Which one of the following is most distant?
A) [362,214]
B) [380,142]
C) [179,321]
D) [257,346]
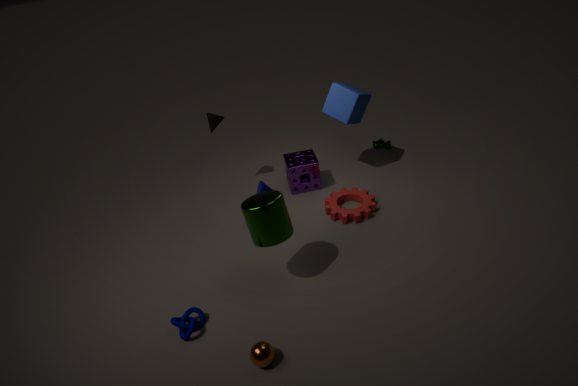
[380,142]
